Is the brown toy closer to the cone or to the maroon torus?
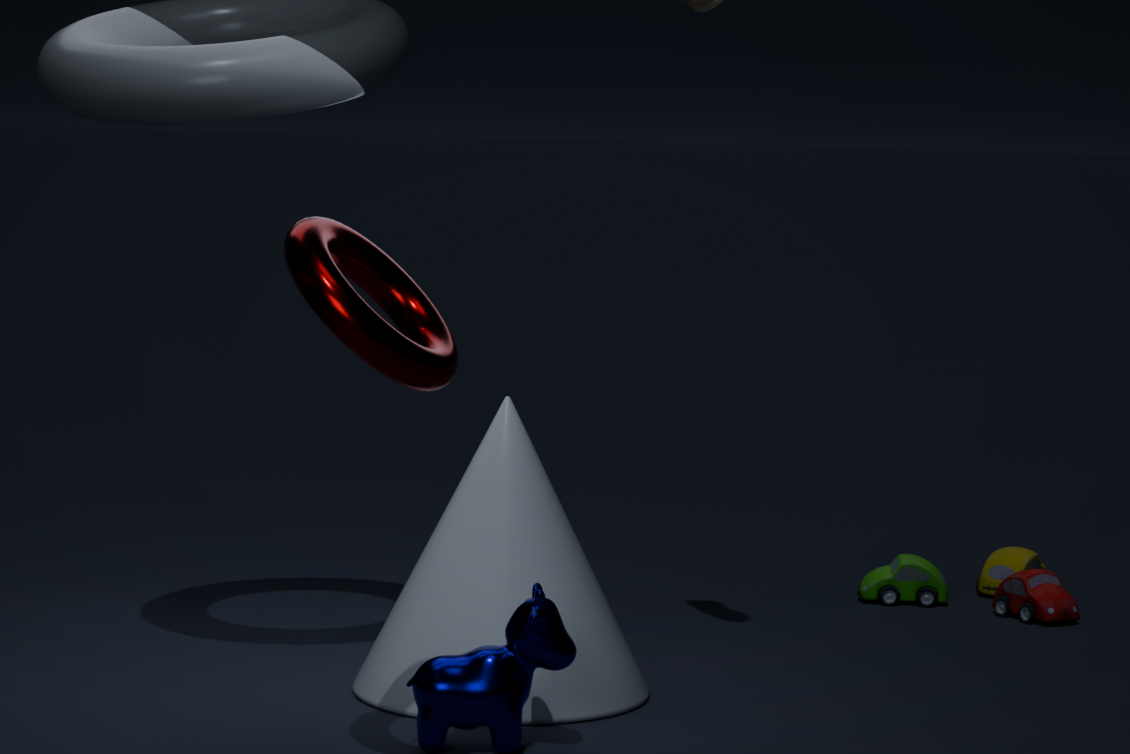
the cone
